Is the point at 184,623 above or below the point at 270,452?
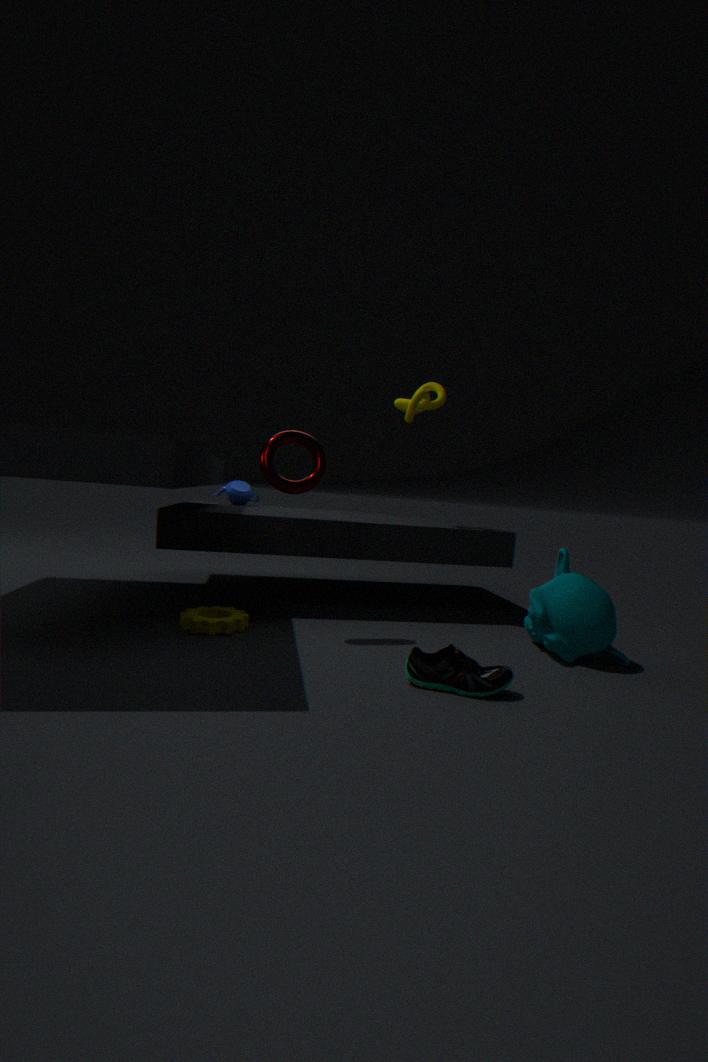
below
